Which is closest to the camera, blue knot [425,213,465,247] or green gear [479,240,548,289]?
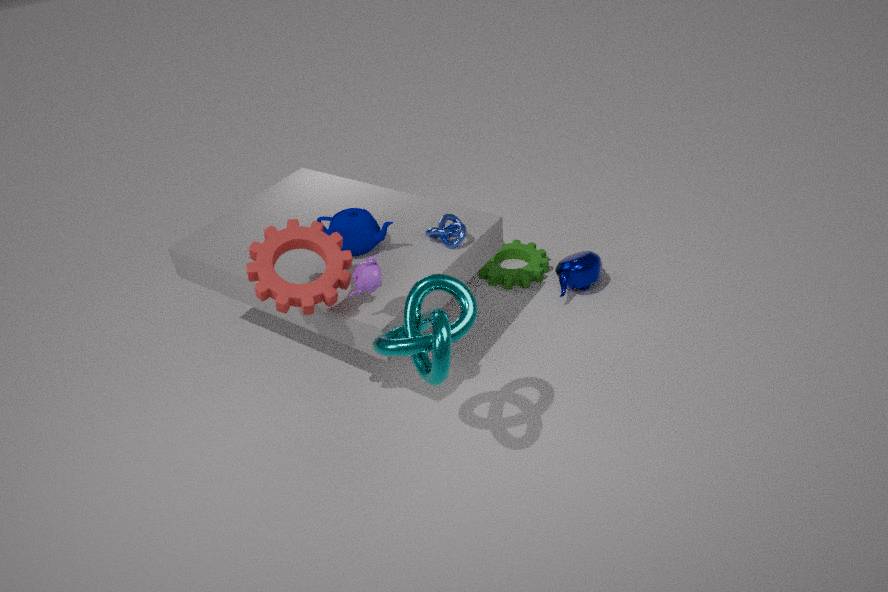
blue knot [425,213,465,247]
